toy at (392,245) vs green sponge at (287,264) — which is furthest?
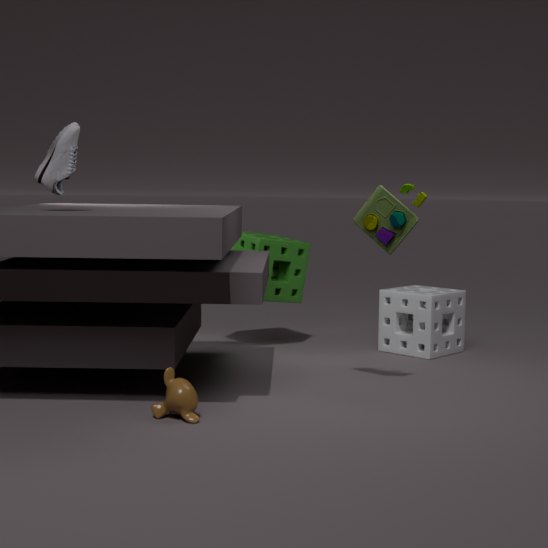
green sponge at (287,264)
